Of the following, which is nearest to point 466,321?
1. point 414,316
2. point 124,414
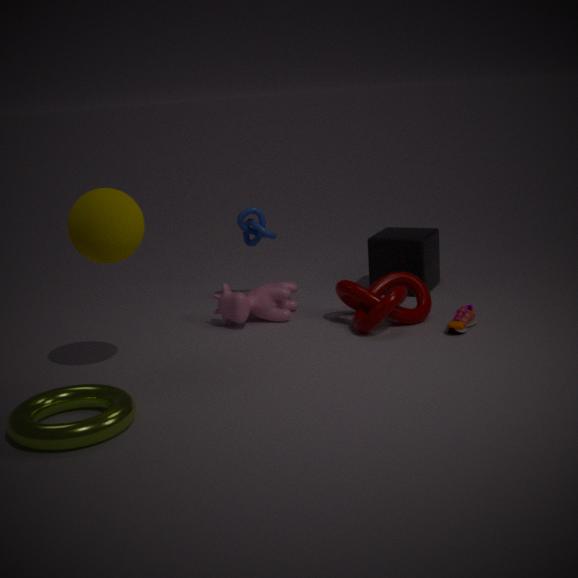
point 414,316
